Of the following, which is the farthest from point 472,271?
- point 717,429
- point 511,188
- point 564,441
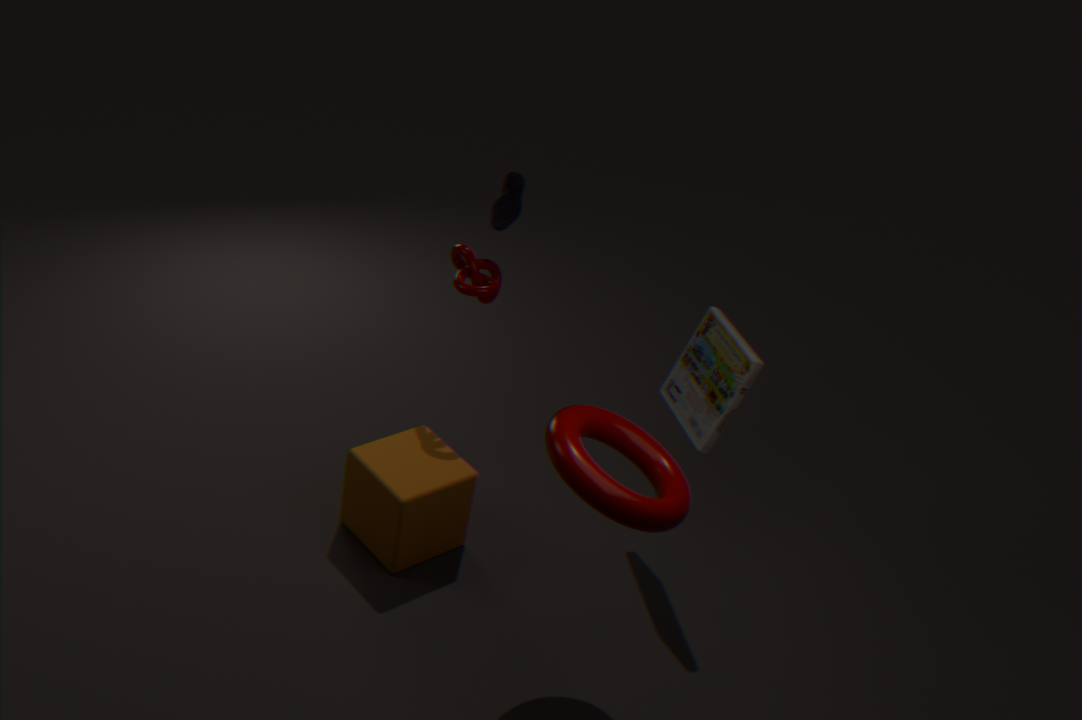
point 564,441
